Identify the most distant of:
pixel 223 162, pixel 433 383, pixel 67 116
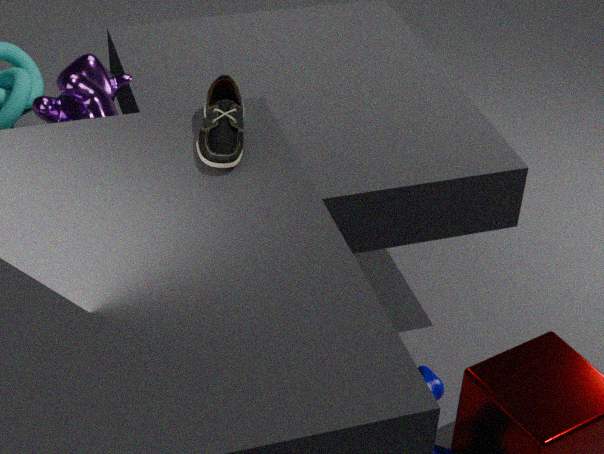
pixel 433 383
